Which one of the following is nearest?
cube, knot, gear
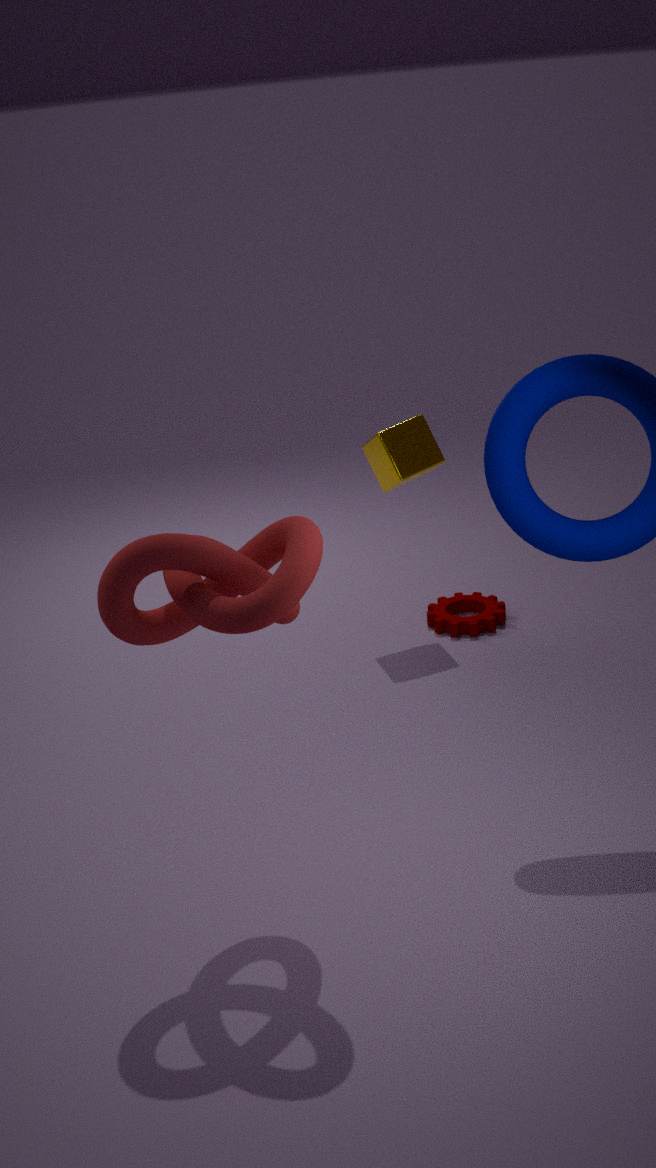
knot
